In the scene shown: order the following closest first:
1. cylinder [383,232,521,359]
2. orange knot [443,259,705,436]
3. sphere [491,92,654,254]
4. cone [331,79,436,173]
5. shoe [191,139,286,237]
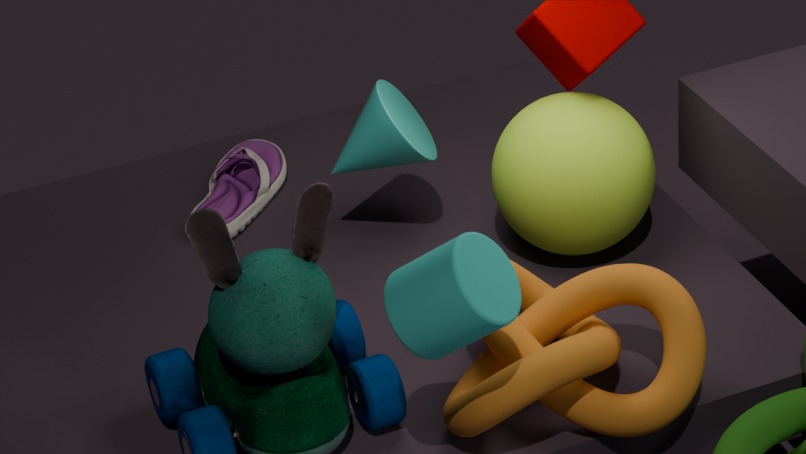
cylinder [383,232,521,359]
orange knot [443,259,705,436]
sphere [491,92,654,254]
cone [331,79,436,173]
shoe [191,139,286,237]
